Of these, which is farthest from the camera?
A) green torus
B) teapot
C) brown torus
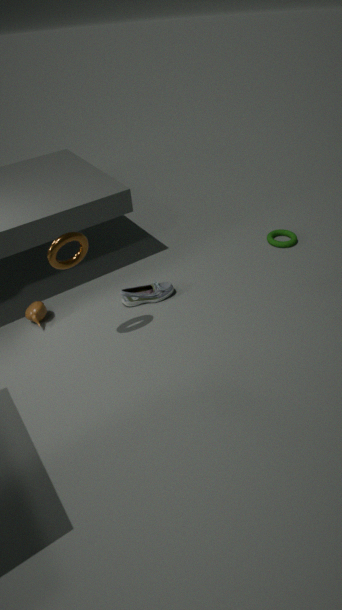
green torus
